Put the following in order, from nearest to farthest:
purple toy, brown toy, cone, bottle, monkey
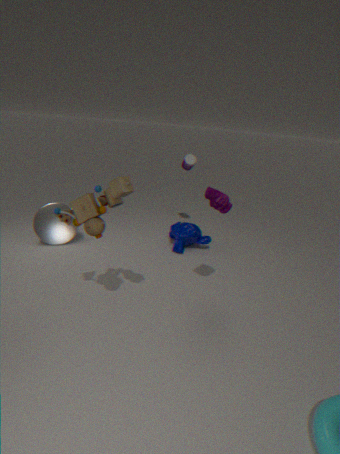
brown toy, purple toy, cone, monkey, bottle
